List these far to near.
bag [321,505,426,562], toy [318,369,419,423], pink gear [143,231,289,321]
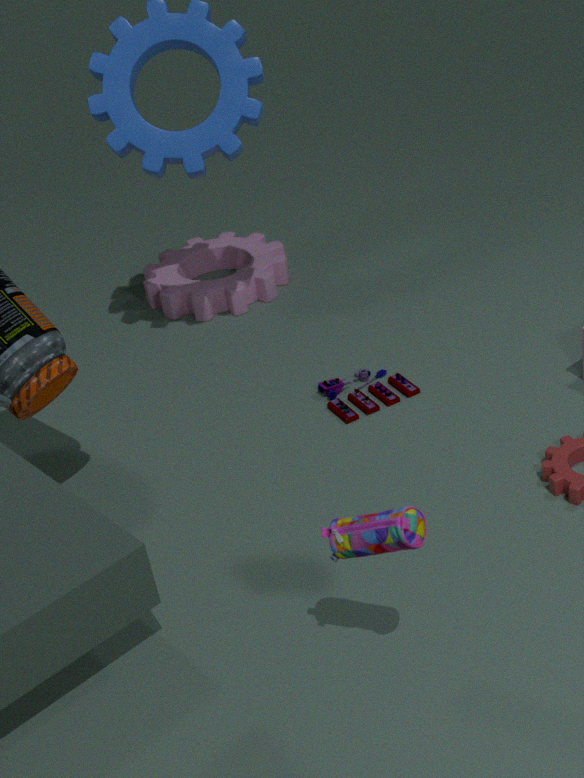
pink gear [143,231,289,321] → toy [318,369,419,423] → bag [321,505,426,562]
